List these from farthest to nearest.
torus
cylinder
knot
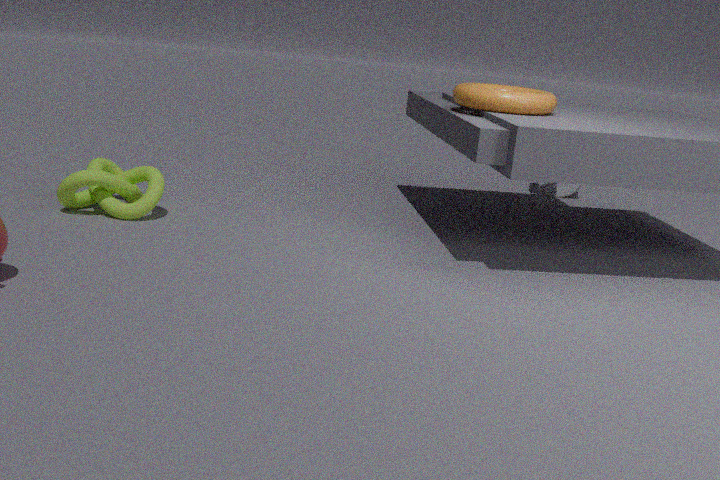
cylinder, knot, torus
